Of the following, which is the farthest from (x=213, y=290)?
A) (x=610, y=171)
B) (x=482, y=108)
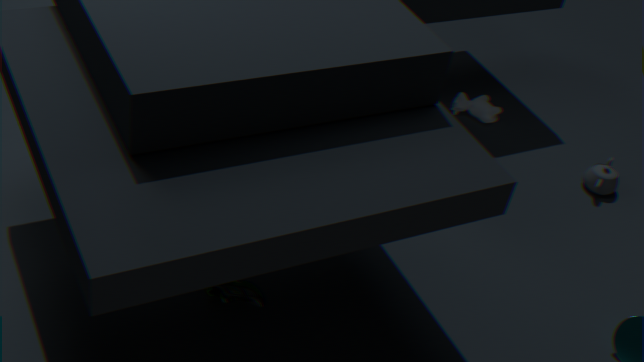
(x=610, y=171)
